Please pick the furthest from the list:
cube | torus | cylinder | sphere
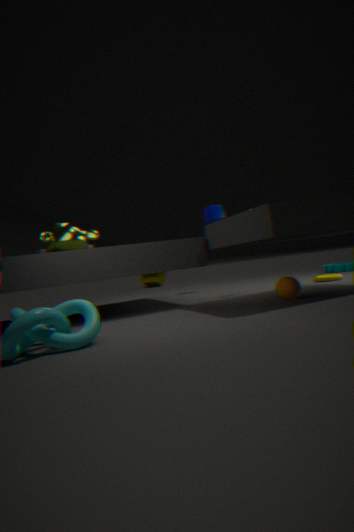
cylinder
